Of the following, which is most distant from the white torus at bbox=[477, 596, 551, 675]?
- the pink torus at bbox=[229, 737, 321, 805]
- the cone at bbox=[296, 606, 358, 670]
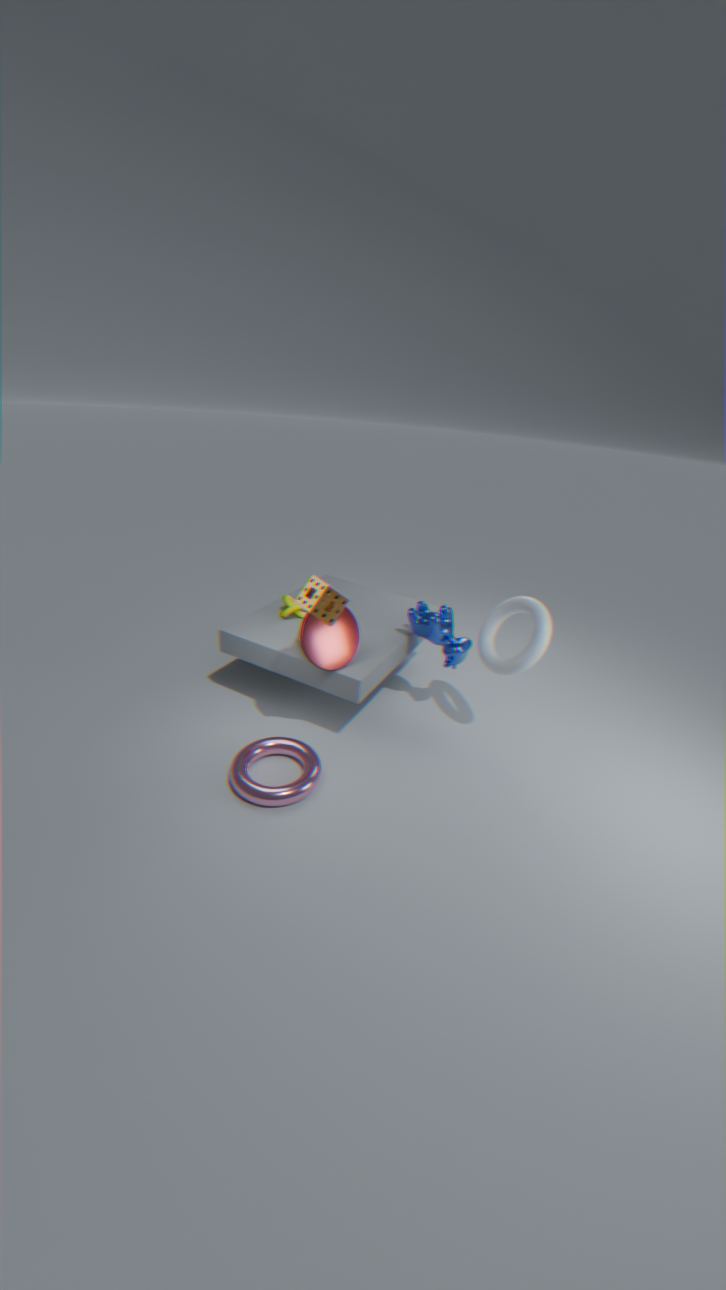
the pink torus at bbox=[229, 737, 321, 805]
